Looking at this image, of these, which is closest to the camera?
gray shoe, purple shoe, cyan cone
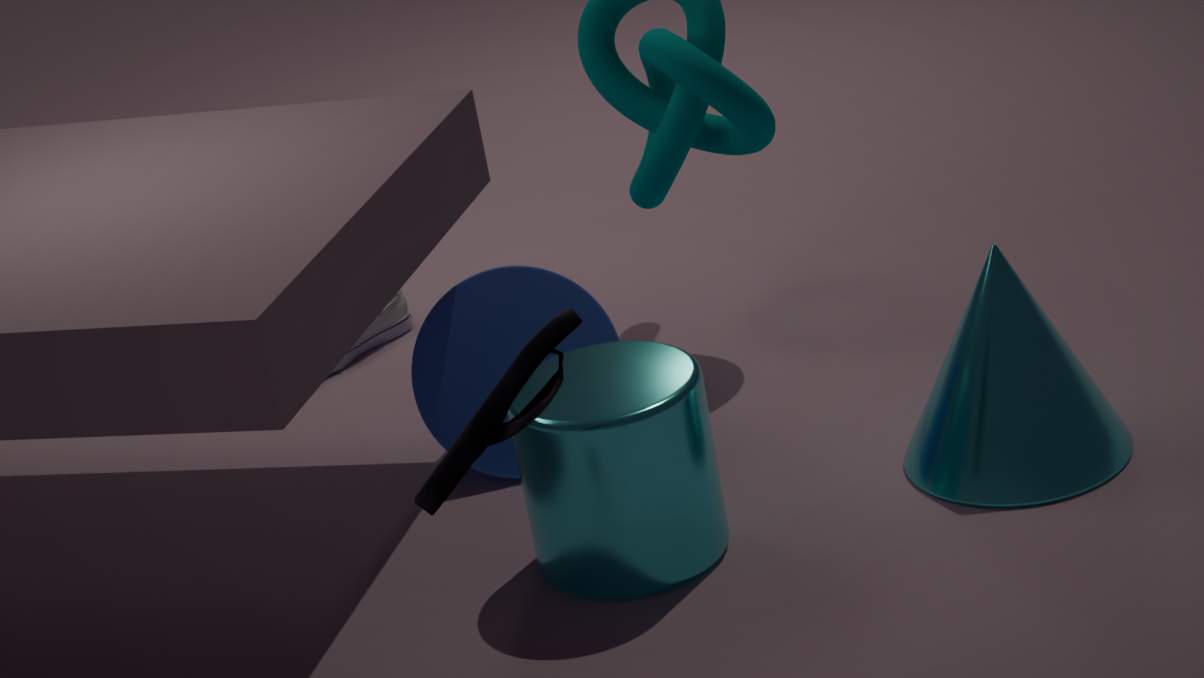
purple shoe
